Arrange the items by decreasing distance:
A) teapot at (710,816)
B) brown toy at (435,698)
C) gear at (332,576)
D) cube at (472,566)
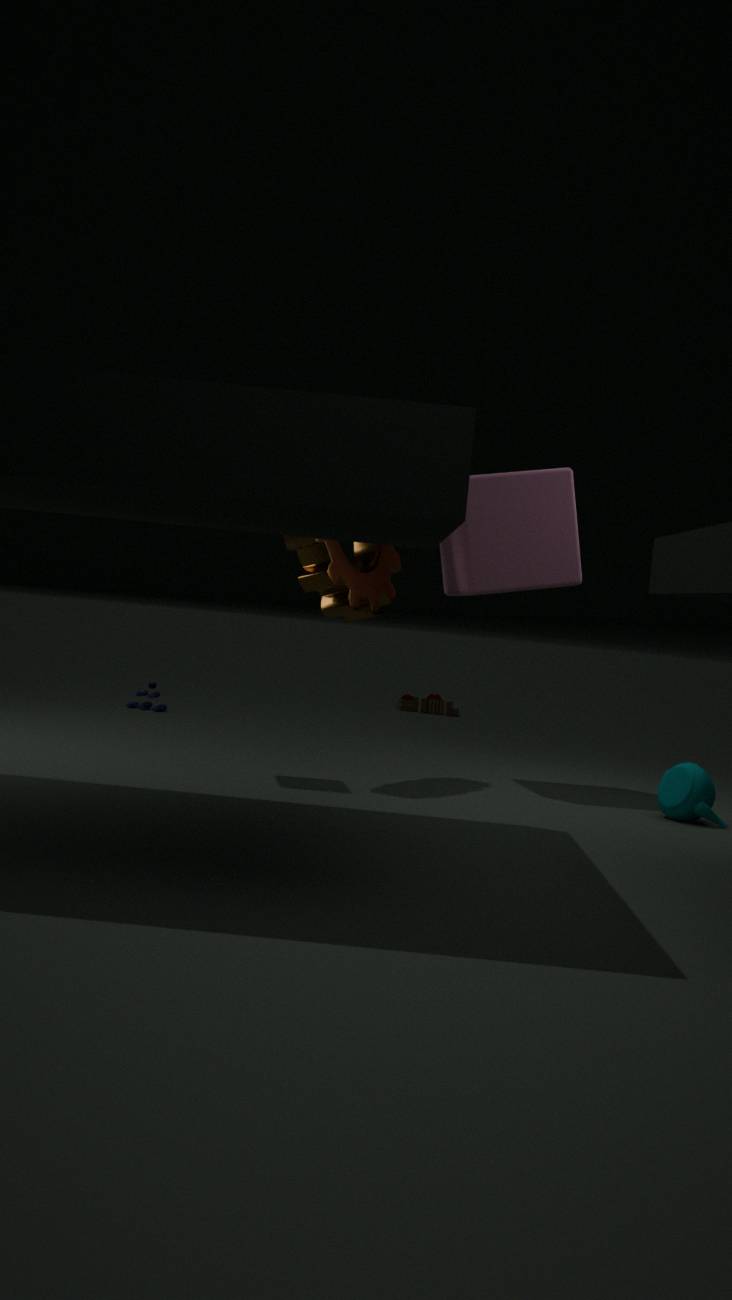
1. brown toy at (435,698)
2. cube at (472,566)
3. gear at (332,576)
4. teapot at (710,816)
